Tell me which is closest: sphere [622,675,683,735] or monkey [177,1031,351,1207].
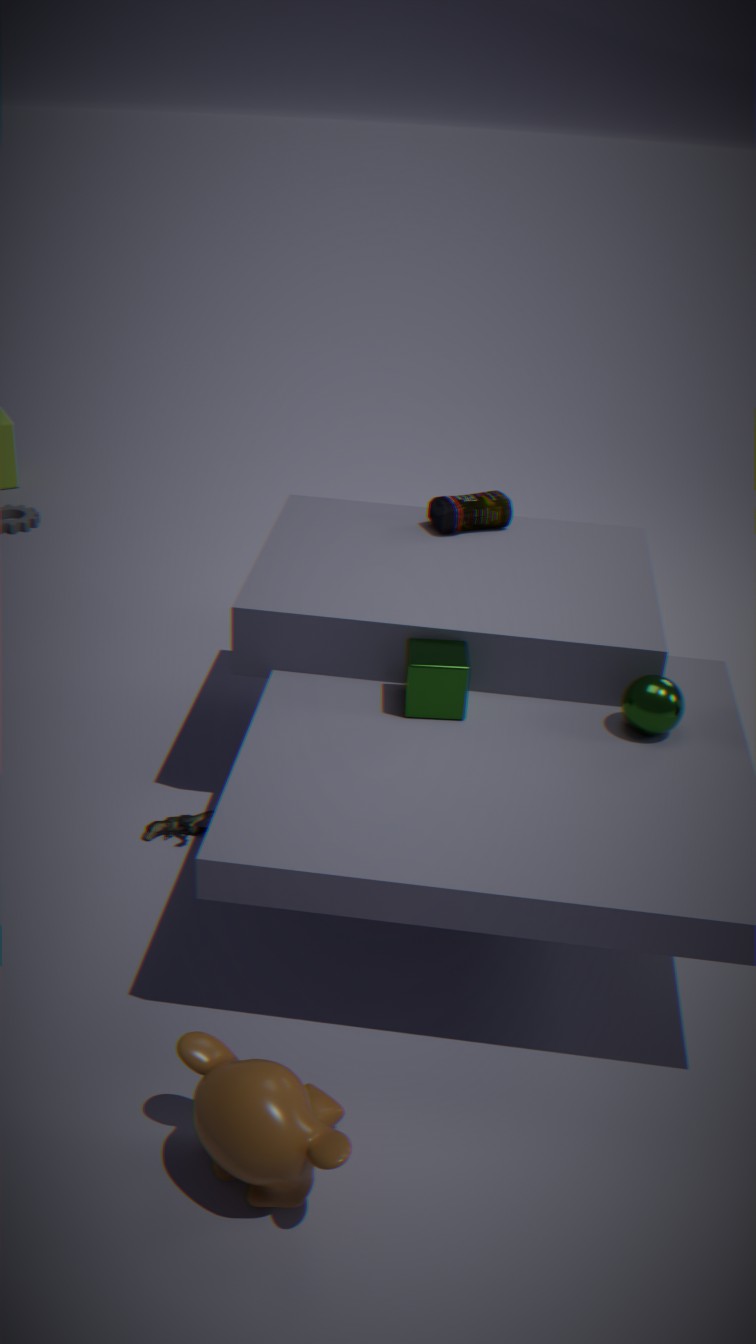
monkey [177,1031,351,1207]
